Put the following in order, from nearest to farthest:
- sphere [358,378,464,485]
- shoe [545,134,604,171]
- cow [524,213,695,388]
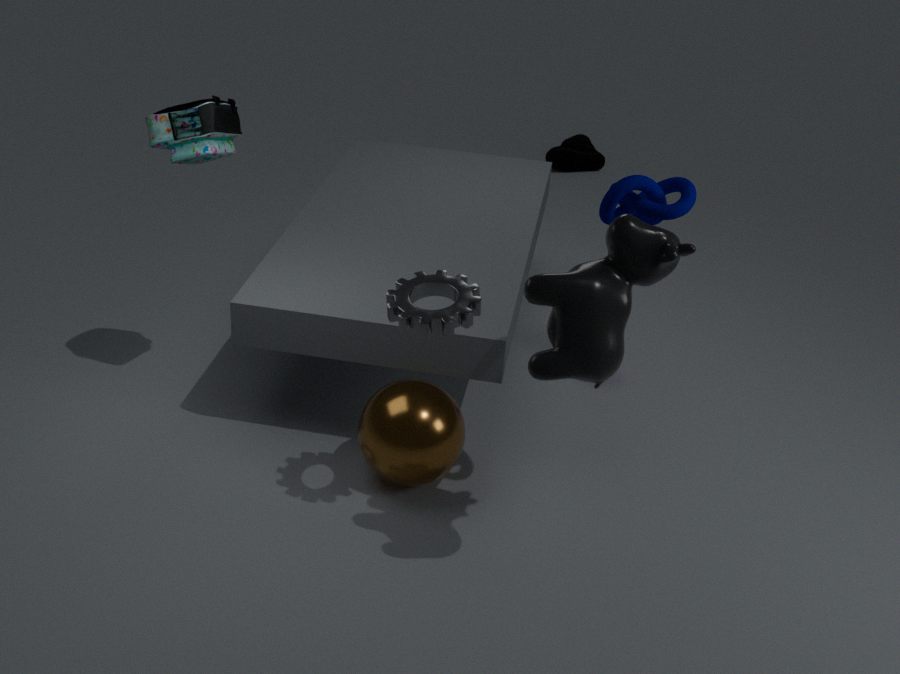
cow [524,213,695,388], sphere [358,378,464,485], shoe [545,134,604,171]
